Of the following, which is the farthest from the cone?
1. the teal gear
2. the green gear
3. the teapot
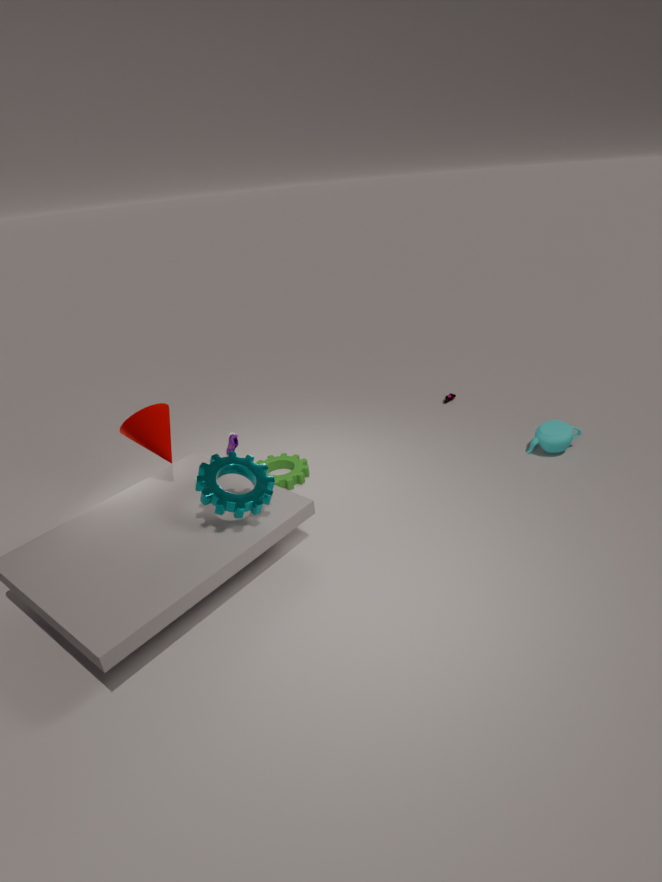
the teapot
